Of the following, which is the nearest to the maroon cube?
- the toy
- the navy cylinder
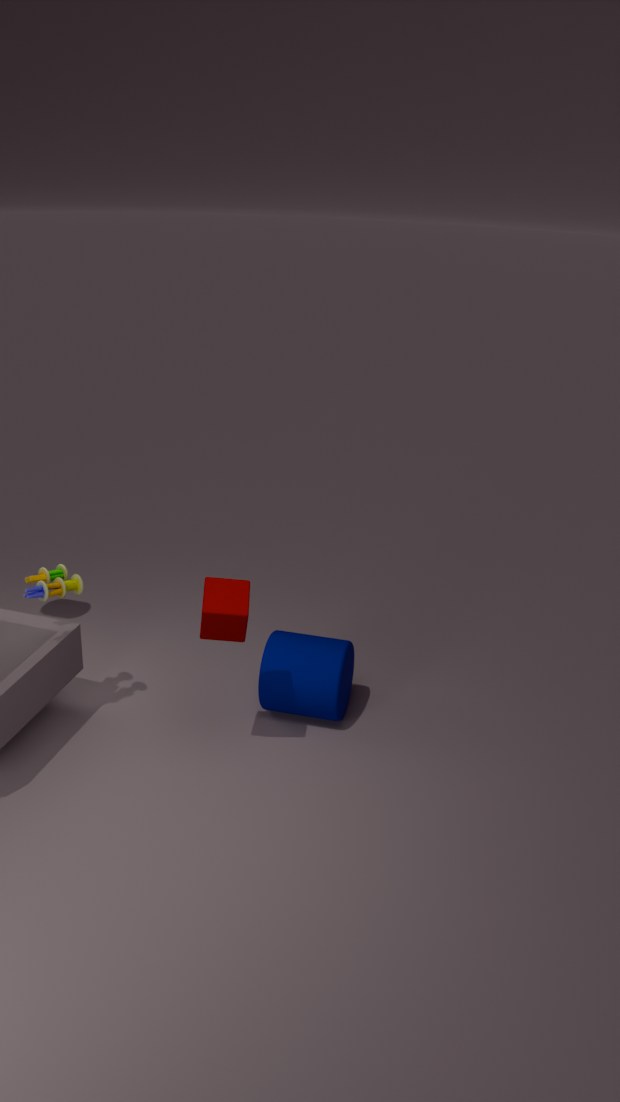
the navy cylinder
